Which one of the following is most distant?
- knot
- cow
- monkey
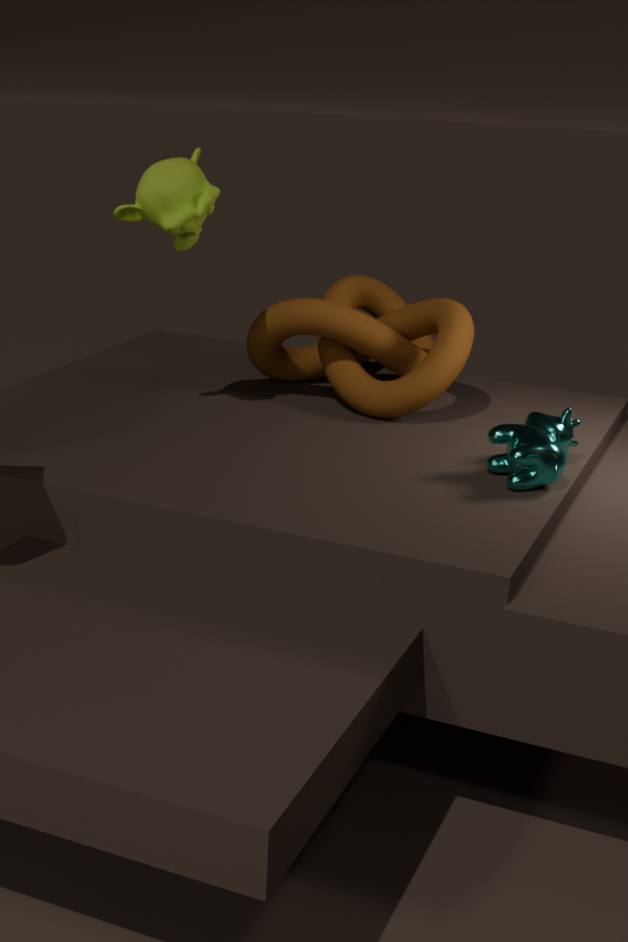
knot
